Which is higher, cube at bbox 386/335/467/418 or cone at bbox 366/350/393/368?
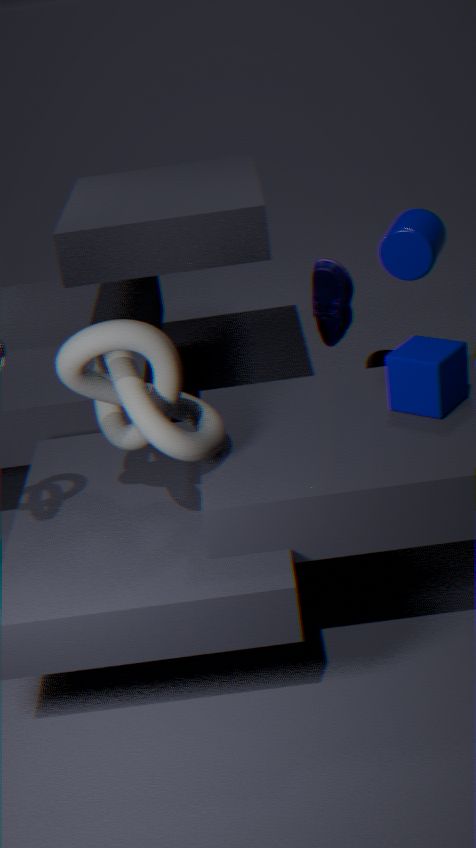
cube at bbox 386/335/467/418
